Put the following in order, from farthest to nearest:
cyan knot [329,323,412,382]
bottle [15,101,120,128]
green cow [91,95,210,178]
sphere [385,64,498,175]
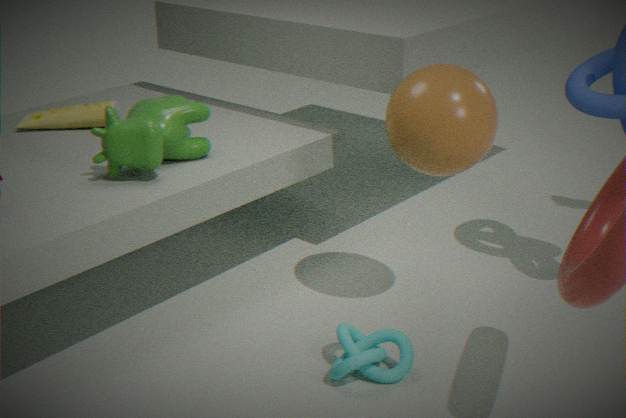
1. bottle [15,101,120,128]
2. green cow [91,95,210,178]
3. sphere [385,64,498,175]
4. cyan knot [329,323,412,382]
